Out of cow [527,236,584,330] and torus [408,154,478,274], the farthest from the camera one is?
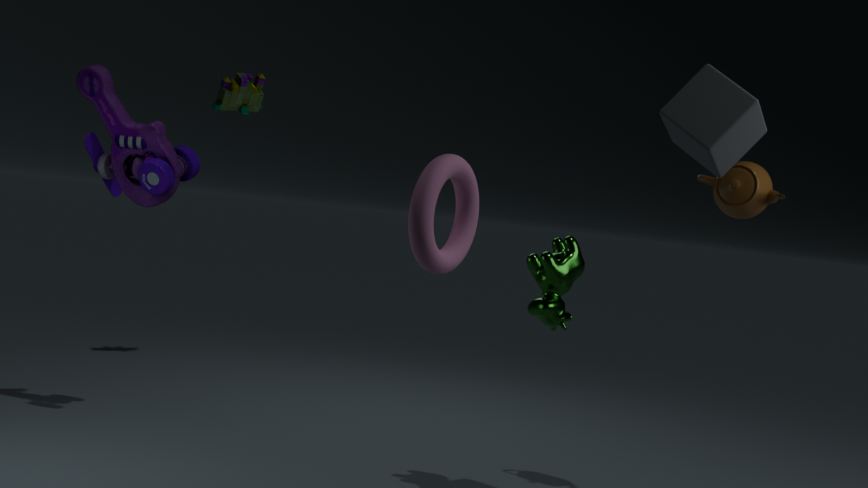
cow [527,236,584,330]
